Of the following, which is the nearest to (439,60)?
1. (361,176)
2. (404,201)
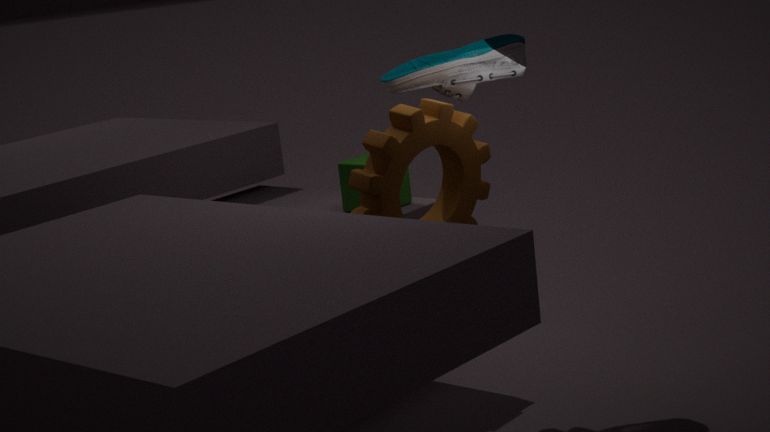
(361,176)
